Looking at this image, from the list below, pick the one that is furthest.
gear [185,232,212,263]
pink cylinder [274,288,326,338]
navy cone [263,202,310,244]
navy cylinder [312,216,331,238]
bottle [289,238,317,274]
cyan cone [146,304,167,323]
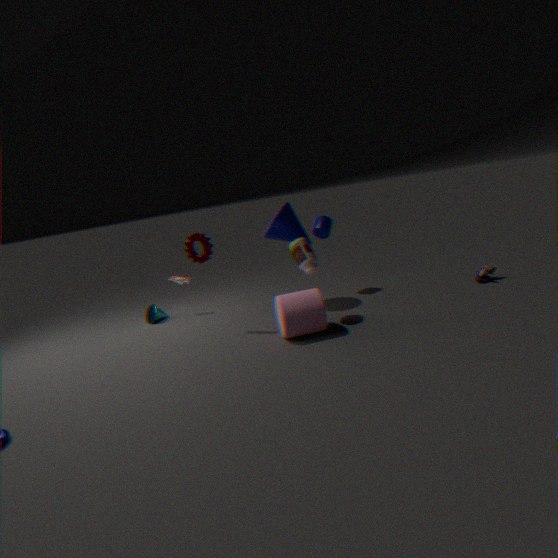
cyan cone [146,304,167,323]
